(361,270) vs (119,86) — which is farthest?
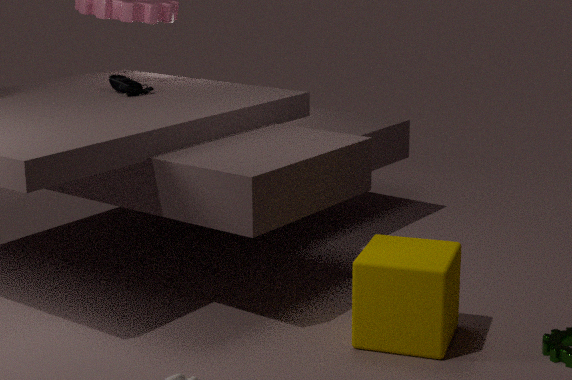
(119,86)
